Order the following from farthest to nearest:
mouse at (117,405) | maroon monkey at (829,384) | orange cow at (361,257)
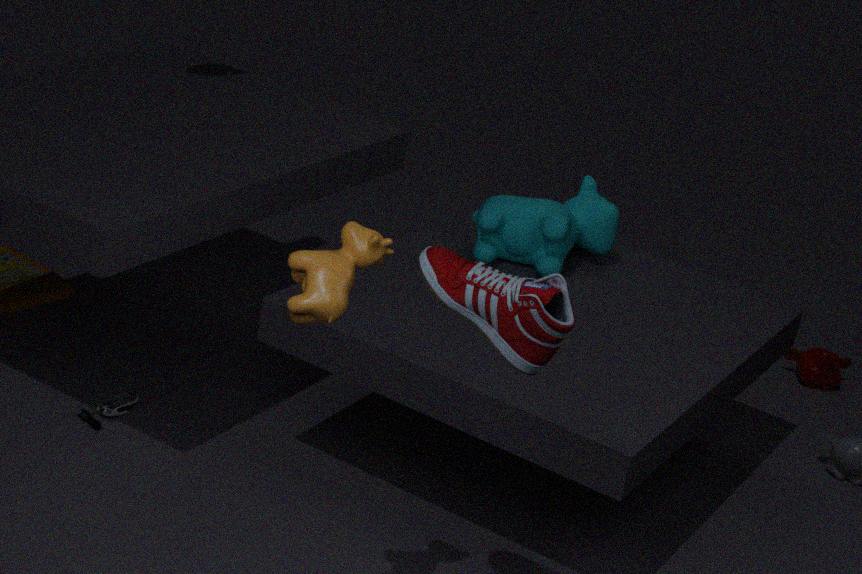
maroon monkey at (829,384)
mouse at (117,405)
orange cow at (361,257)
